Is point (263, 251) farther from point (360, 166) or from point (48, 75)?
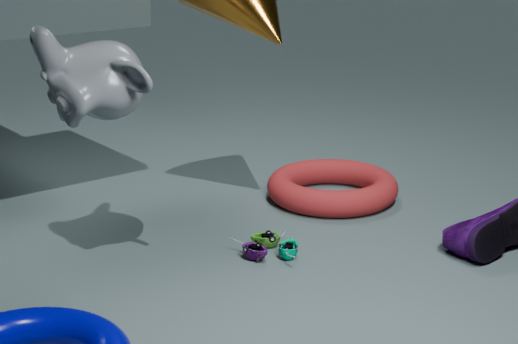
point (48, 75)
